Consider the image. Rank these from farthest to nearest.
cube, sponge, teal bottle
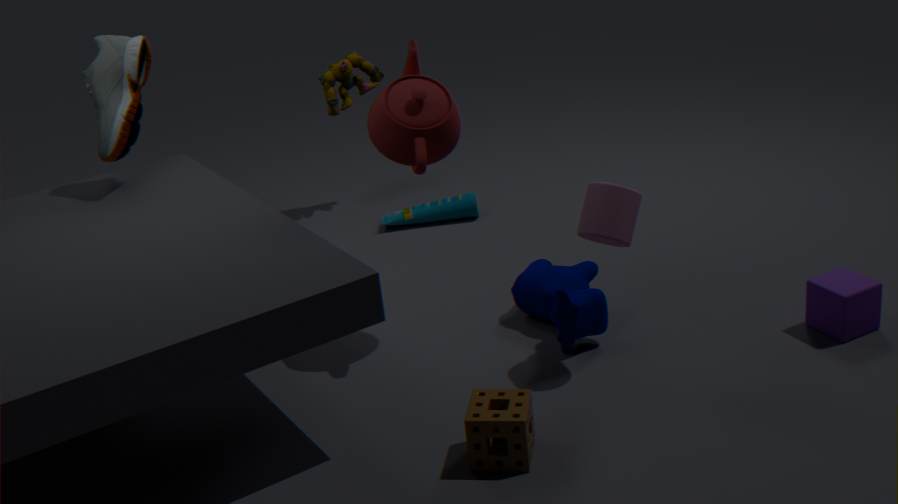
teal bottle
cube
sponge
